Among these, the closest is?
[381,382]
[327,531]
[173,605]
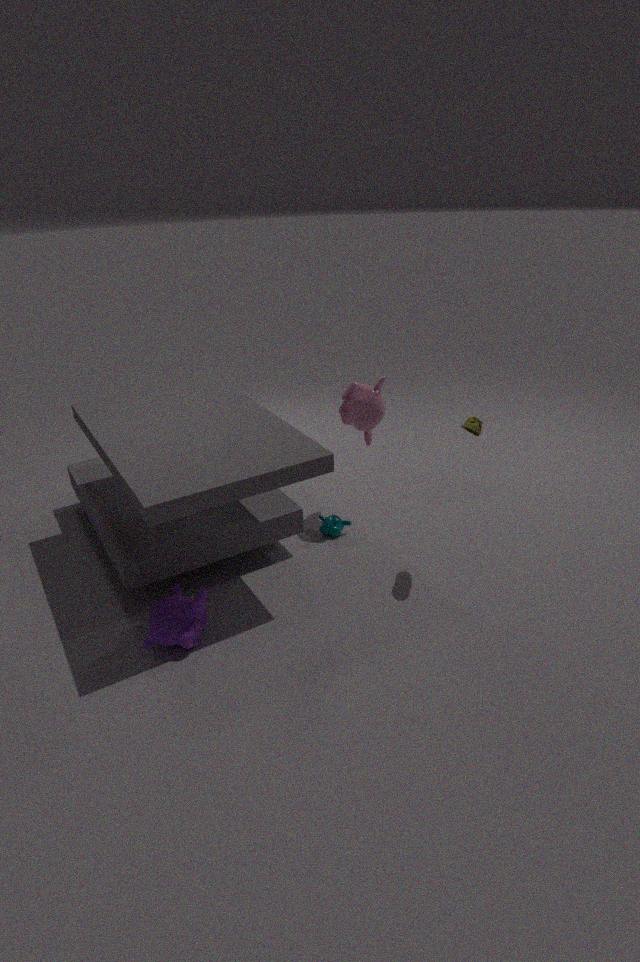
[173,605]
